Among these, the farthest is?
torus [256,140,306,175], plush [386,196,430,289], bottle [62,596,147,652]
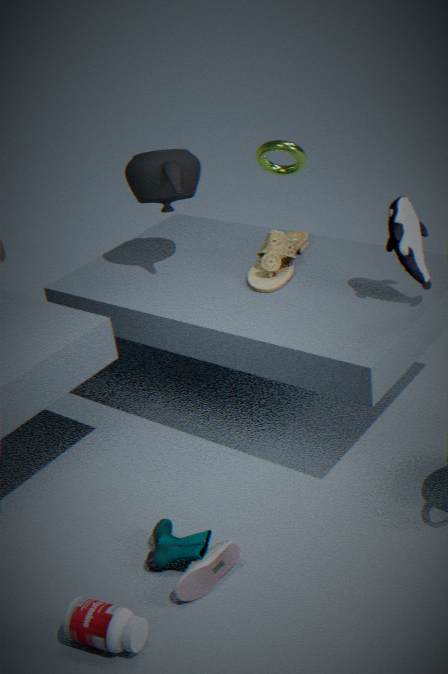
torus [256,140,306,175]
